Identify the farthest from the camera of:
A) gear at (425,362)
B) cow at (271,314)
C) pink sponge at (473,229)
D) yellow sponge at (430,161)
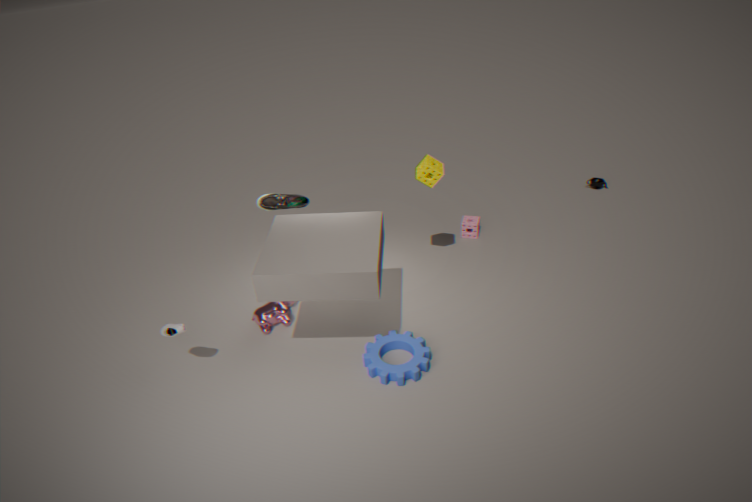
pink sponge at (473,229)
